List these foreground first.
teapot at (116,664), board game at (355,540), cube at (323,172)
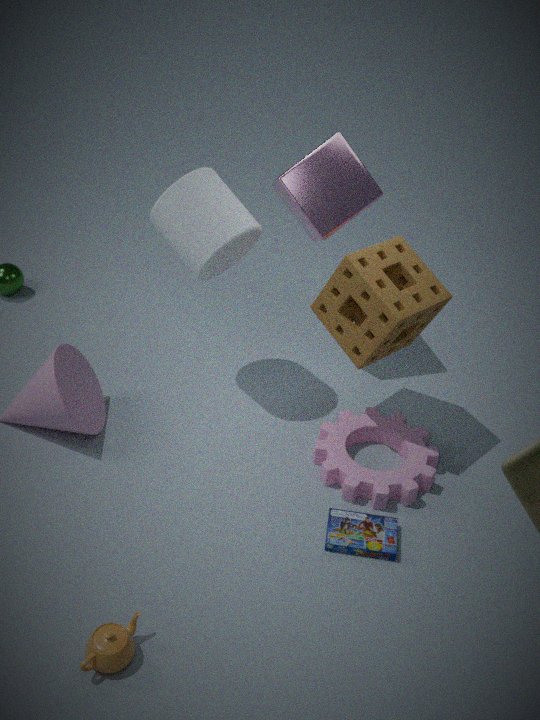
teapot at (116,664)
board game at (355,540)
cube at (323,172)
